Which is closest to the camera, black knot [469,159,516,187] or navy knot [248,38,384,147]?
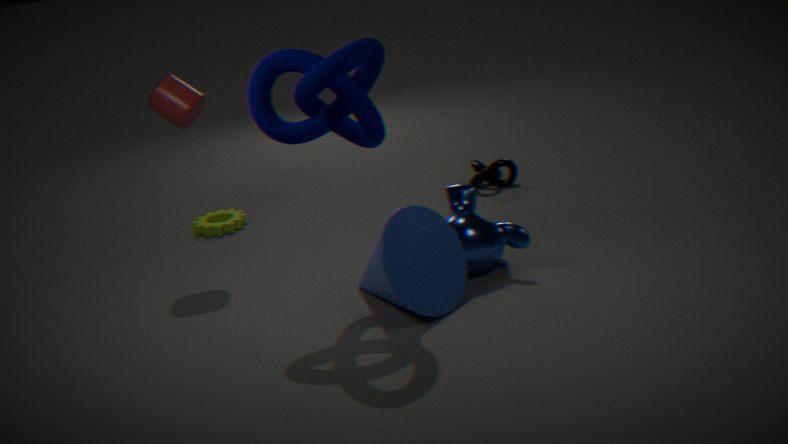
navy knot [248,38,384,147]
